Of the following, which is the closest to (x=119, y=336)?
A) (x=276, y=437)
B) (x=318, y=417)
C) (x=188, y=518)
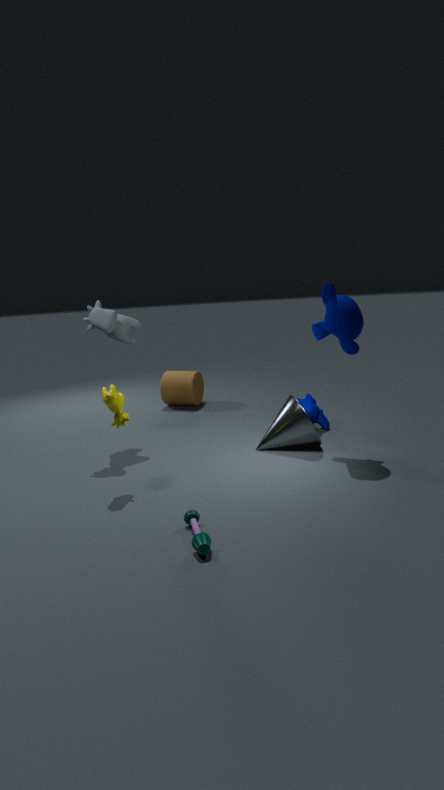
(x=276, y=437)
